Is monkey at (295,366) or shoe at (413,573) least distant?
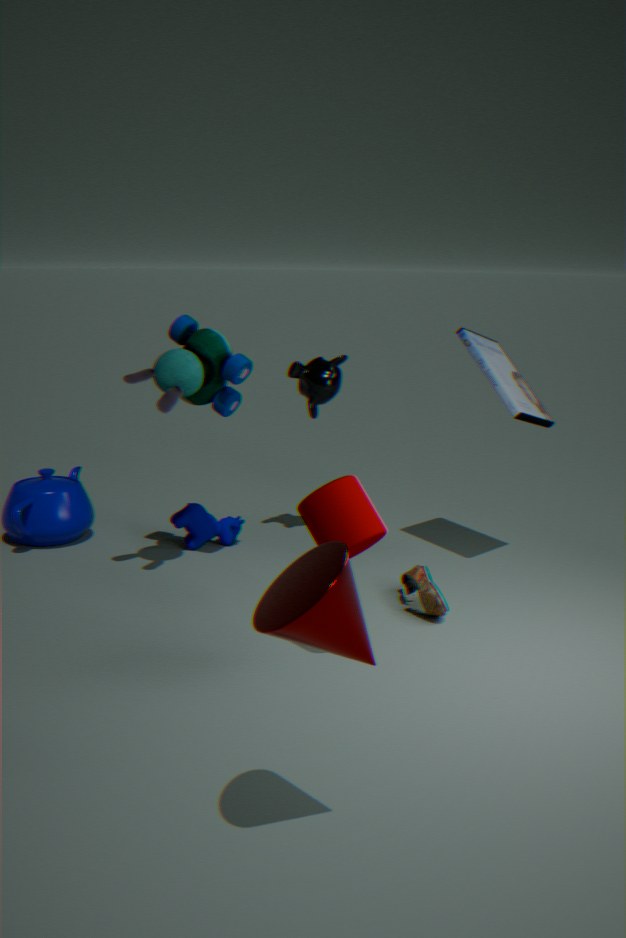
shoe at (413,573)
